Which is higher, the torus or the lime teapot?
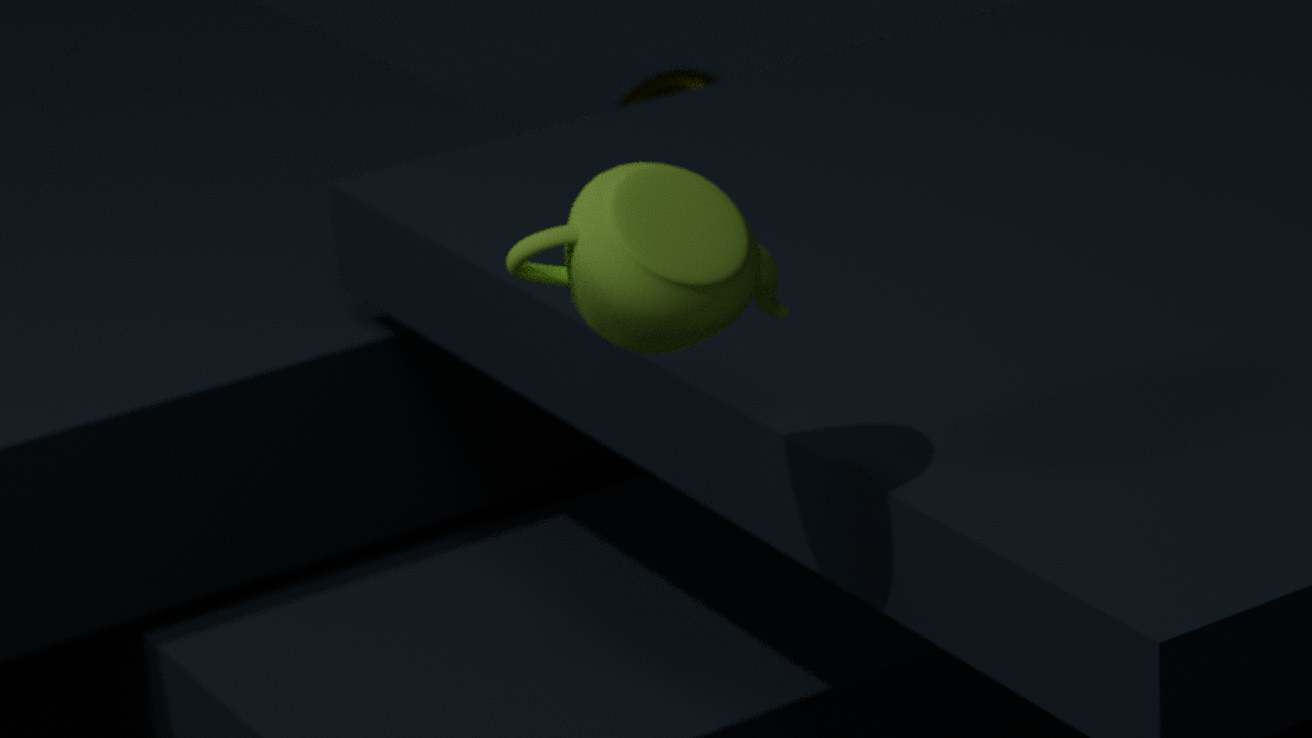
the lime teapot
